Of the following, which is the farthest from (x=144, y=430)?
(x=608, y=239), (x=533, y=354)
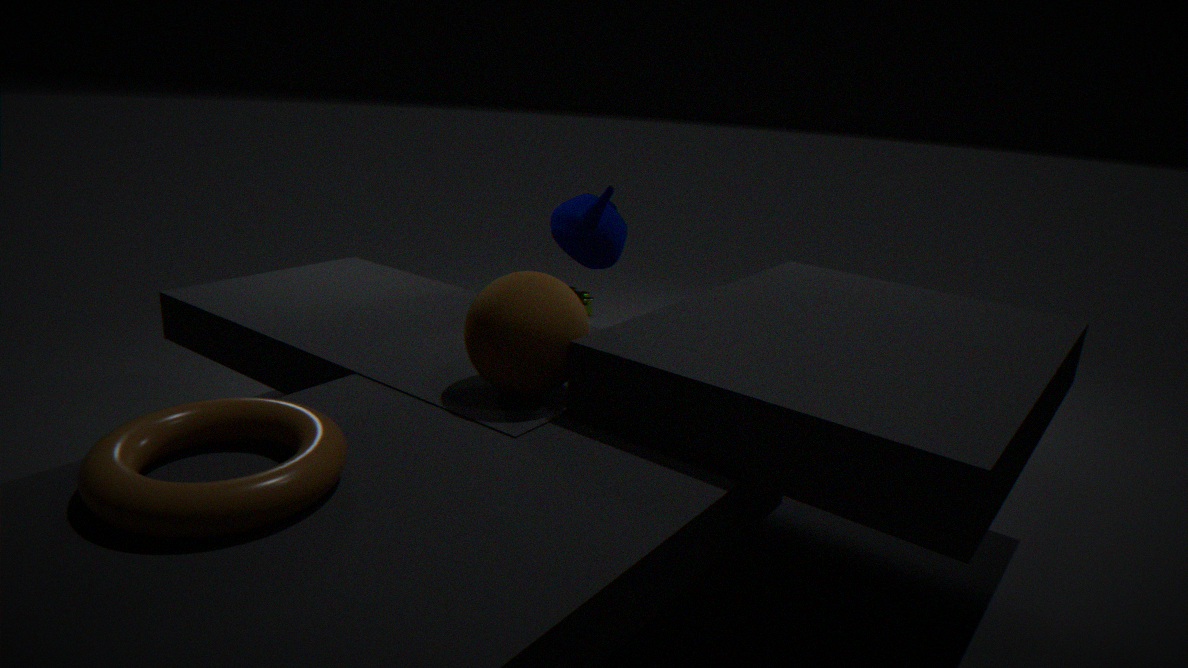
(x=608, y=239)
